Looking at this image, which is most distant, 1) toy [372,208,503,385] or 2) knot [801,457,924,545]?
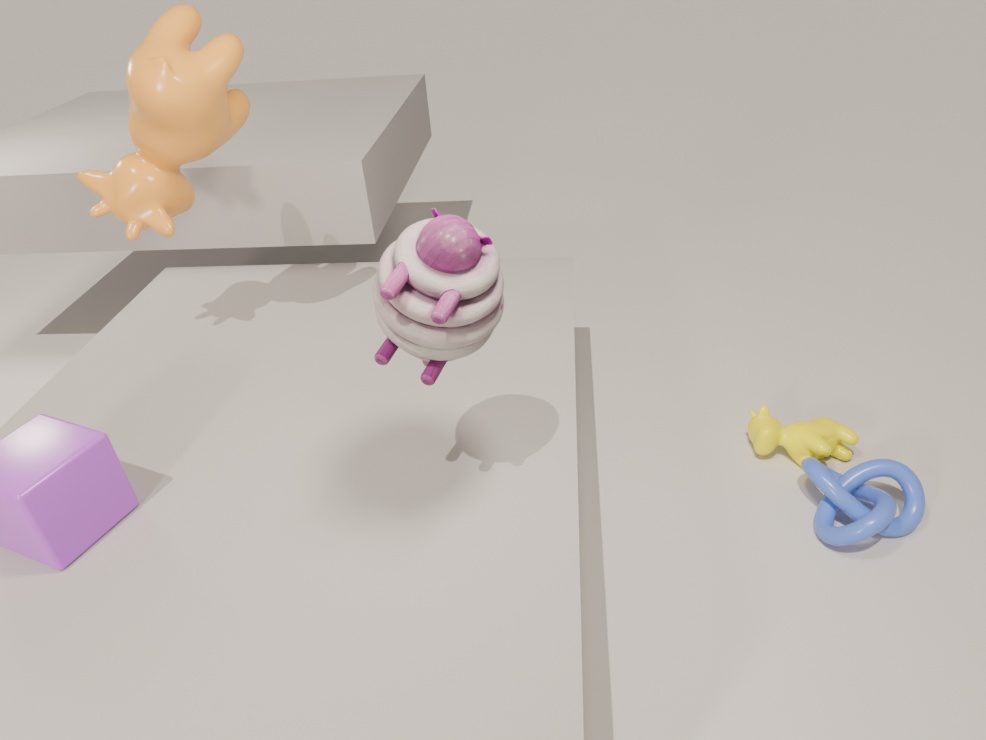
2. knot [801,457,924,545]
